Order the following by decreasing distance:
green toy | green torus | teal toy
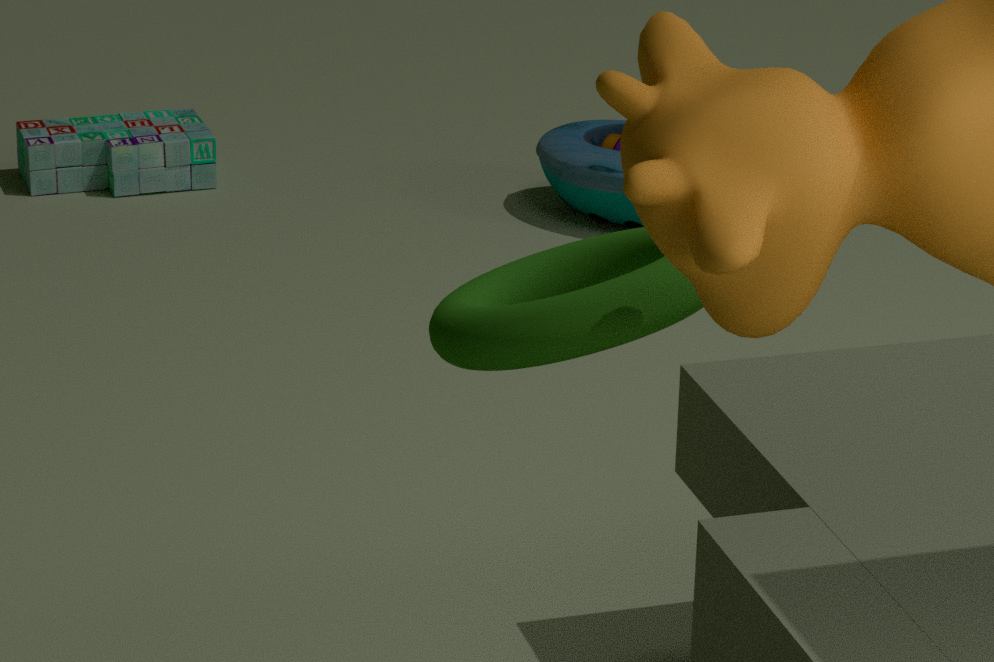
green toy, teal toy, green torus
